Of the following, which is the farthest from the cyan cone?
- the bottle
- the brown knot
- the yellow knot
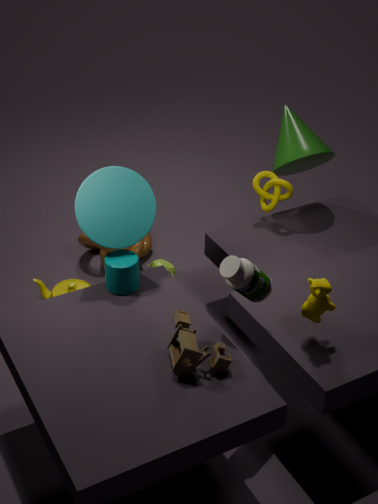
the yellow knot
